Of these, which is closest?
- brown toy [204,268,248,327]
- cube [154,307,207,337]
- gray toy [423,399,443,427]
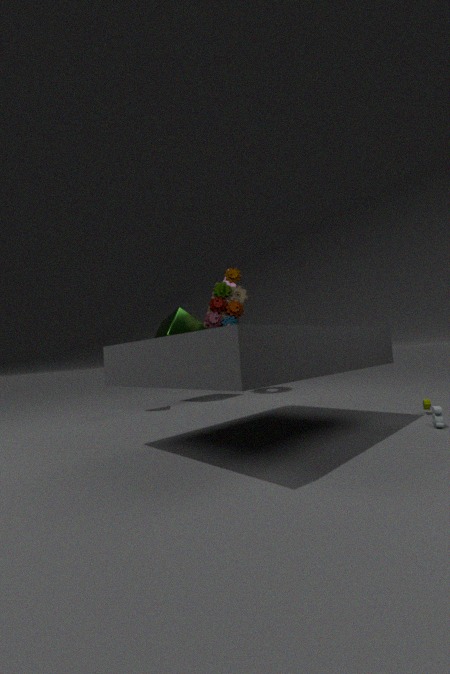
gray toy [423,399,443,427]
